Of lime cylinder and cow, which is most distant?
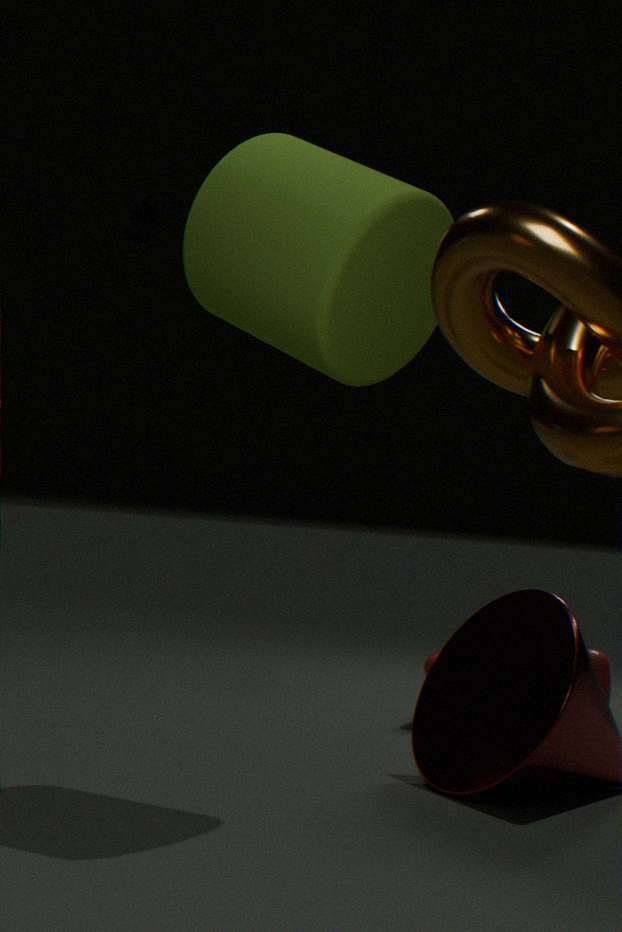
cow
